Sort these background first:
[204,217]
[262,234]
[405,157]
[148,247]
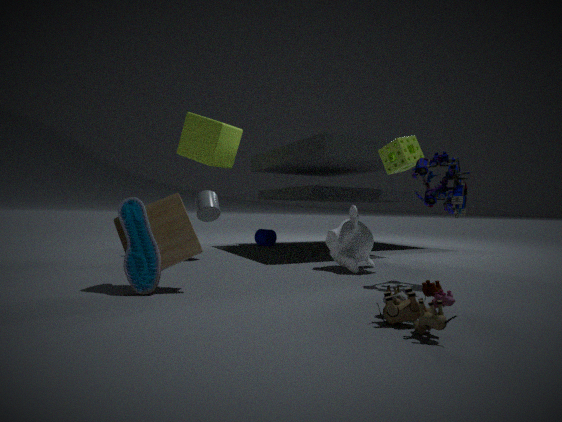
[262,234] < [204,217] < [405,157] < [148,247]
